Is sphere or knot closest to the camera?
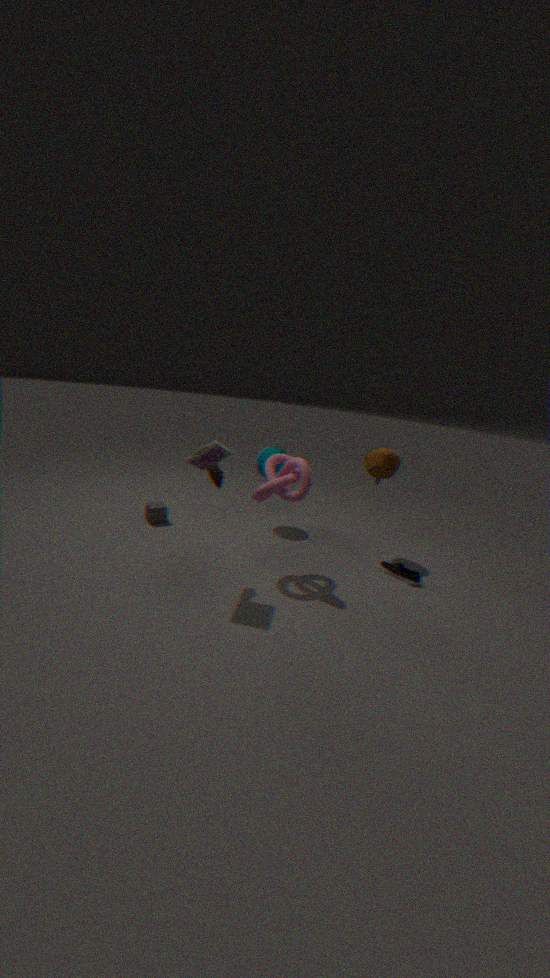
knot
